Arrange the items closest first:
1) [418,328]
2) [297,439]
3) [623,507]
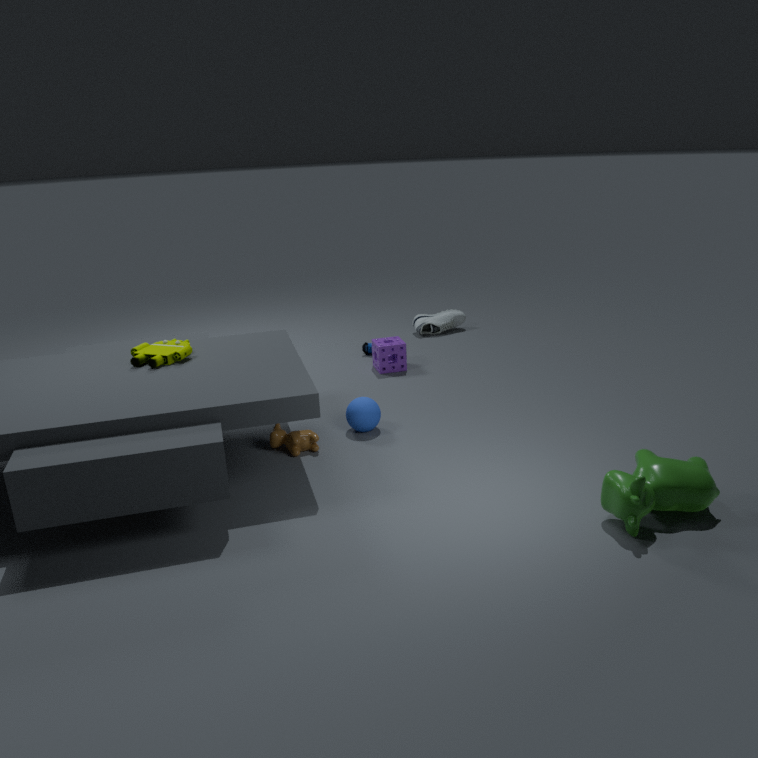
3. [623,507]
2. [297,439]
1. [418,328]
